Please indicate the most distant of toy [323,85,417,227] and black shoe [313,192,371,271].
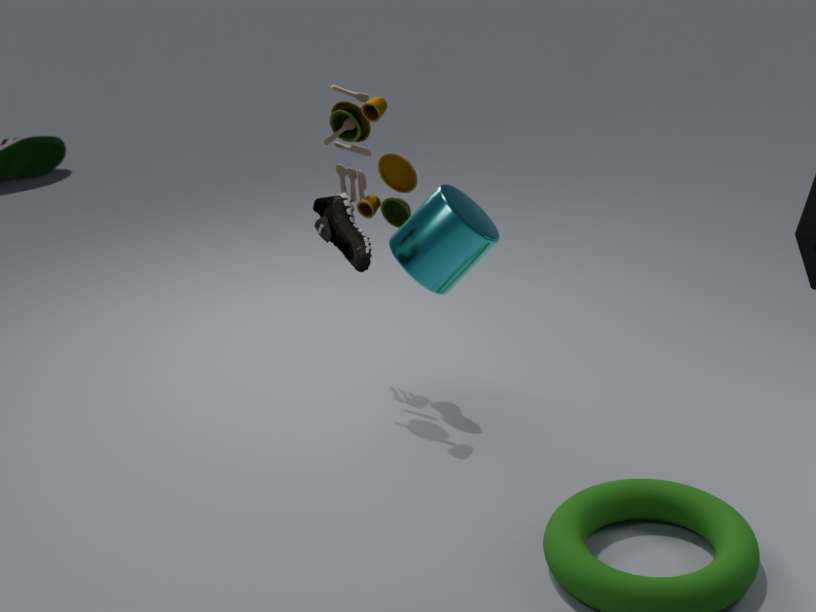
toy [323,85,417,227]
